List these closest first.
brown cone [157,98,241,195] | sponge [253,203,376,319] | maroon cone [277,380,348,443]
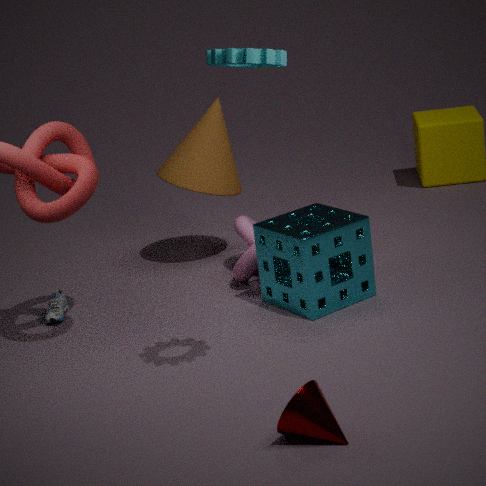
maroon cone [277,380,348,443], sponge [253,203,376,319], brown cone [157,98,241,195]
